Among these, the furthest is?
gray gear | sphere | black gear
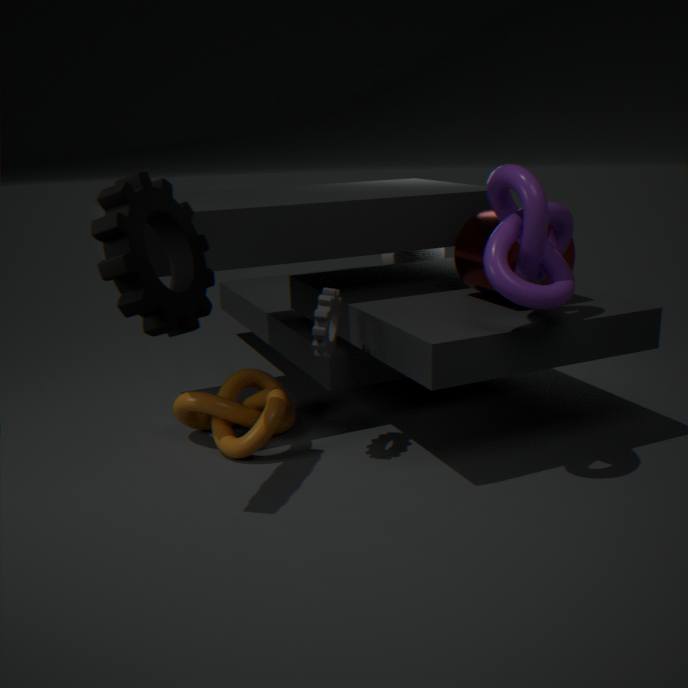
sphere
